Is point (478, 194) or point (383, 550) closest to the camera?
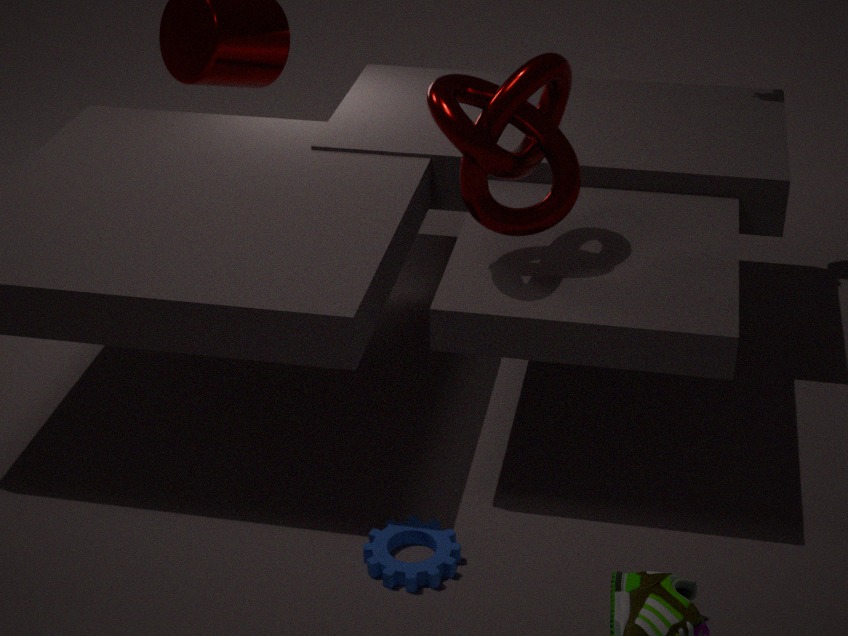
point (383, 550)
